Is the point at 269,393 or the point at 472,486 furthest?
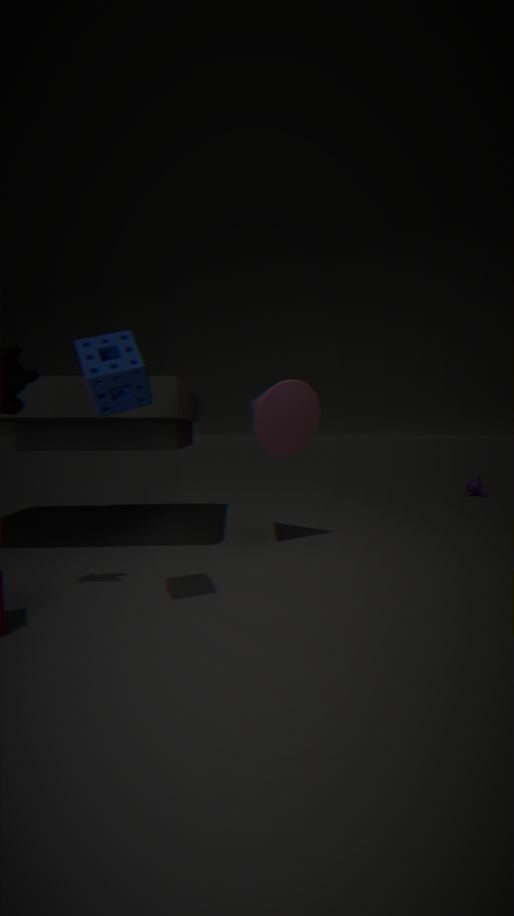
the point at 472,486
